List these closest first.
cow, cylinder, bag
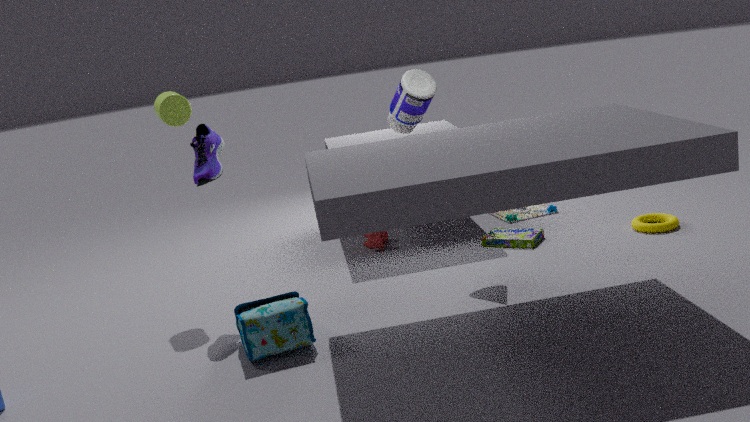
bag → cylinder → cow
